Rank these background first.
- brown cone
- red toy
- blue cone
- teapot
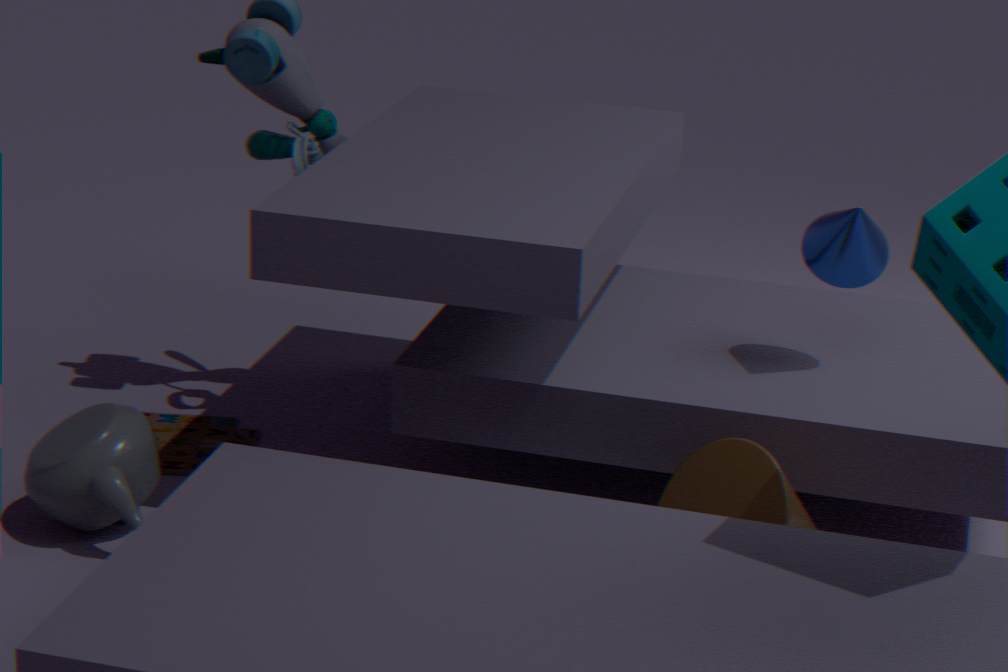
red toy, blue cone, teapot, brown cone
